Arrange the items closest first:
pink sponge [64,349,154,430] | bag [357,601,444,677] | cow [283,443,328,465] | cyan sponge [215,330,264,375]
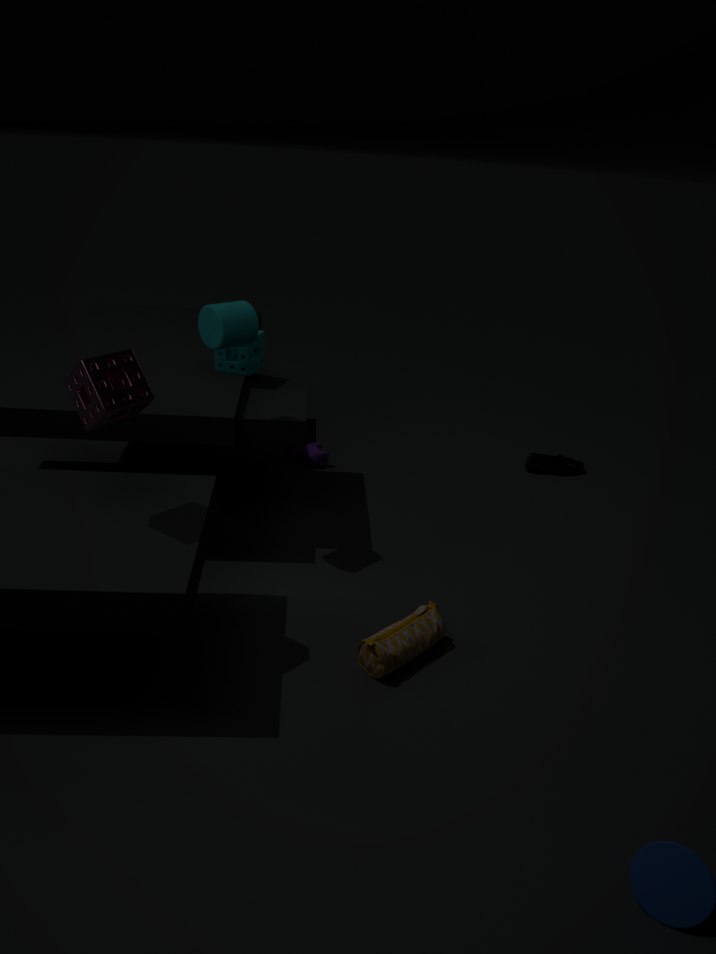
pink sponge [64,349,154,430] → bag [357,601,444,677] → cyan sponge [215,330,264,375] → cow [283,443,328,465]
